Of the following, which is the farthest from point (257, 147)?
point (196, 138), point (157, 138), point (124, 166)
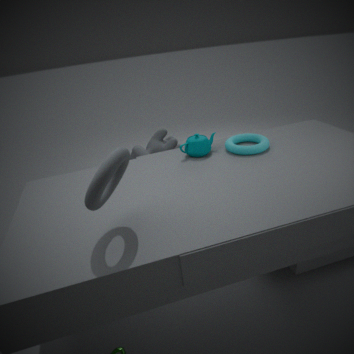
point (124, 166)
